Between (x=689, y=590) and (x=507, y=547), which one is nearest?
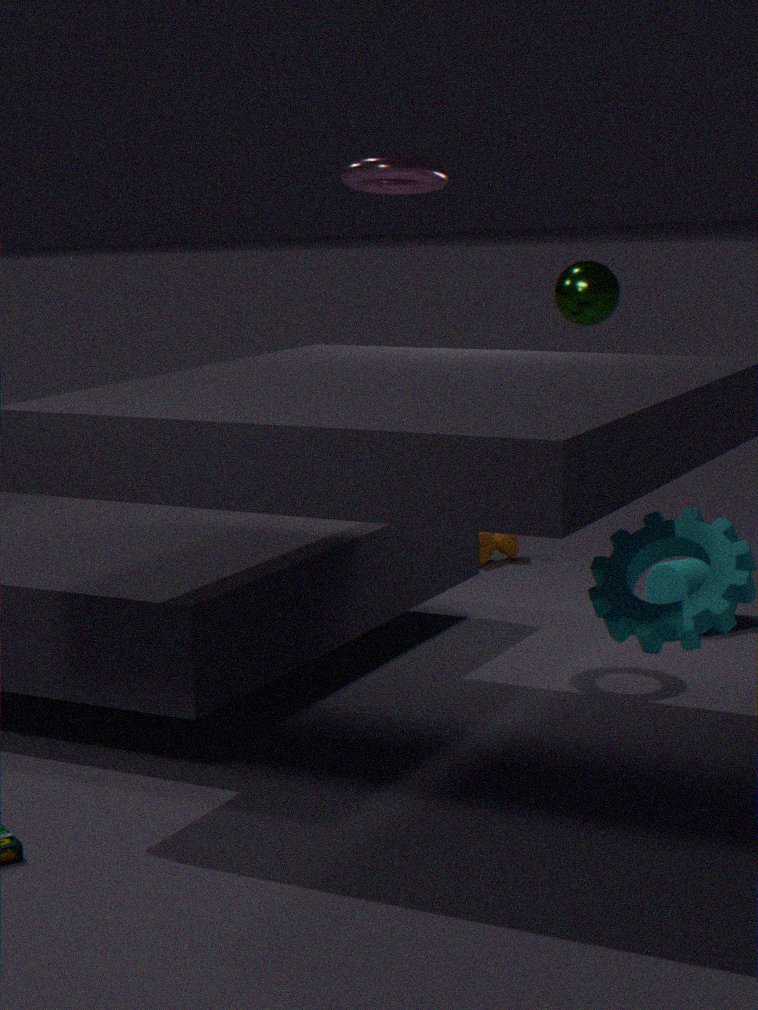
(x=689, y=590)
